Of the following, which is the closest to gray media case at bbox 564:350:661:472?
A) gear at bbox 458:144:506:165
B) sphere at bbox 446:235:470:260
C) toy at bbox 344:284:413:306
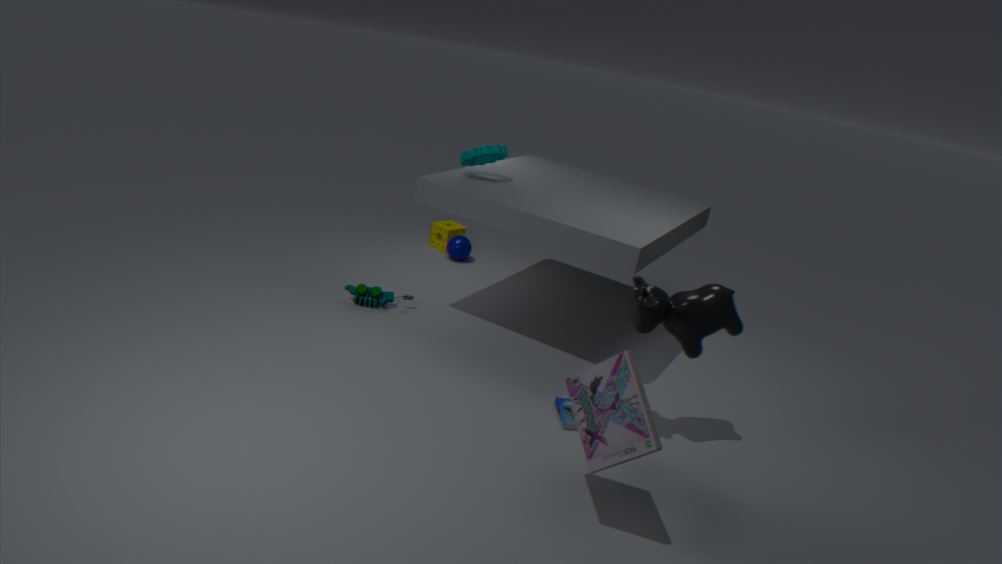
gear at bbox 458:144:506:165
